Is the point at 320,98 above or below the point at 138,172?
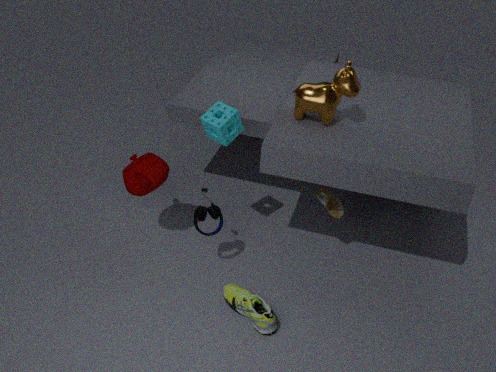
above
